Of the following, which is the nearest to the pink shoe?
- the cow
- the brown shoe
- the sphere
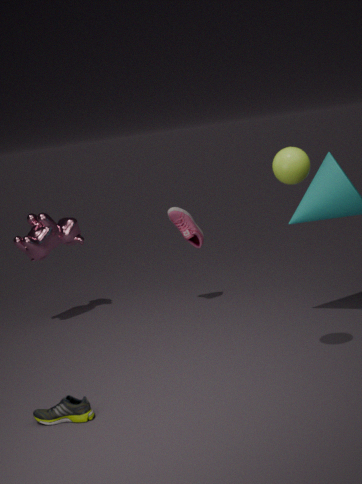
the cow
